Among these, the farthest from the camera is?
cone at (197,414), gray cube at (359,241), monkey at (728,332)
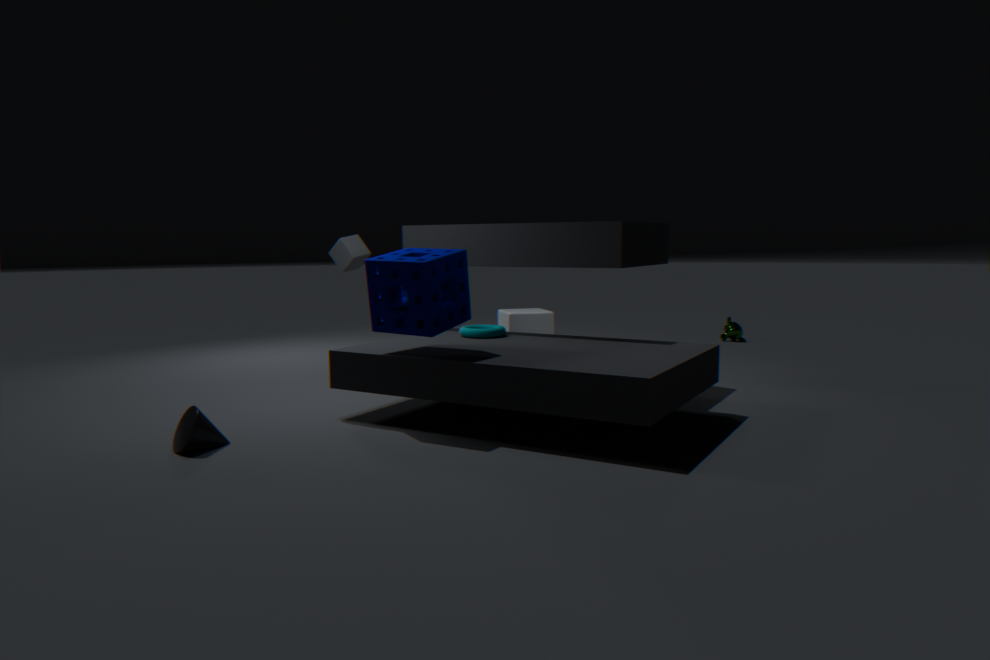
monkey at (728,332)
